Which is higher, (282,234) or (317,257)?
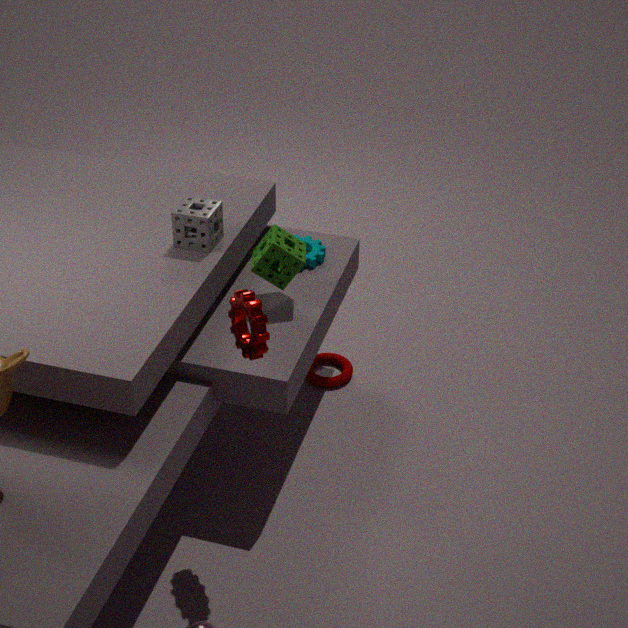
(282,234)
